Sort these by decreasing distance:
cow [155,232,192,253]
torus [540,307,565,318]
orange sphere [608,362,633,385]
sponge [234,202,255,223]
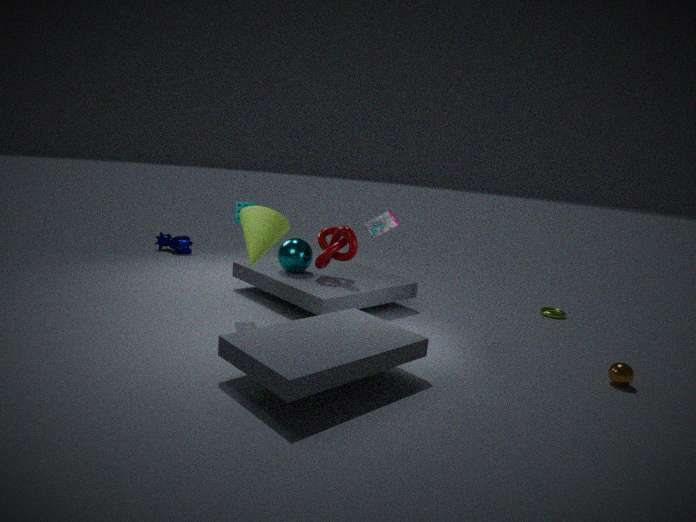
cow [155,232,192,253] < torus [540,307,565,318] < sponge [234,202,255,223] < orange sphere [608,362,633,385]
